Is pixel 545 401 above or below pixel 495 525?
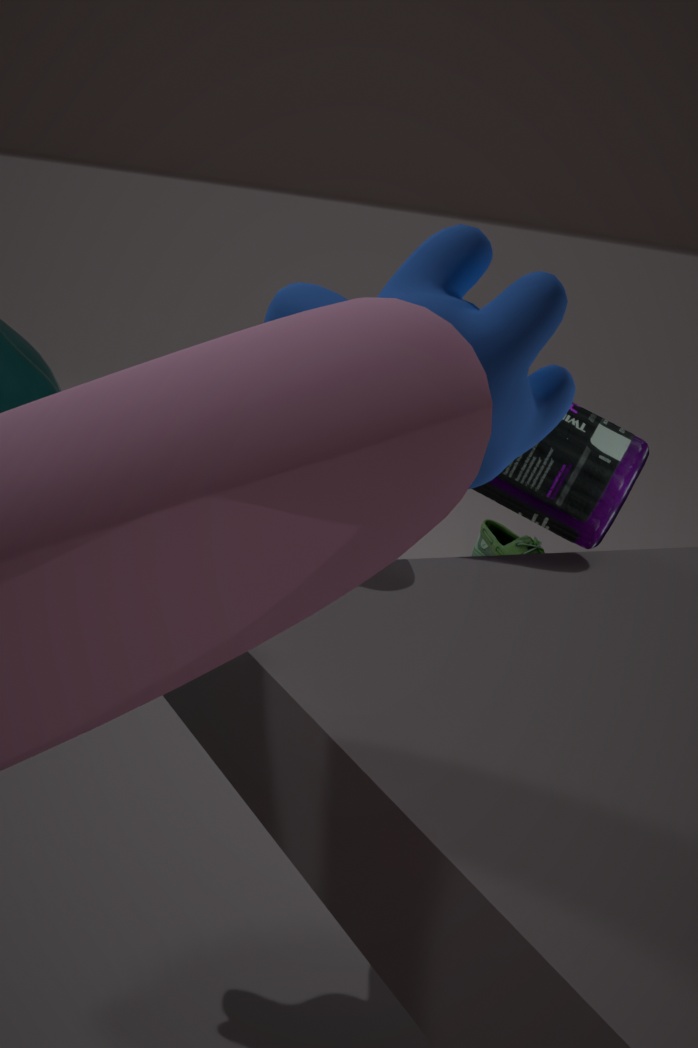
above
